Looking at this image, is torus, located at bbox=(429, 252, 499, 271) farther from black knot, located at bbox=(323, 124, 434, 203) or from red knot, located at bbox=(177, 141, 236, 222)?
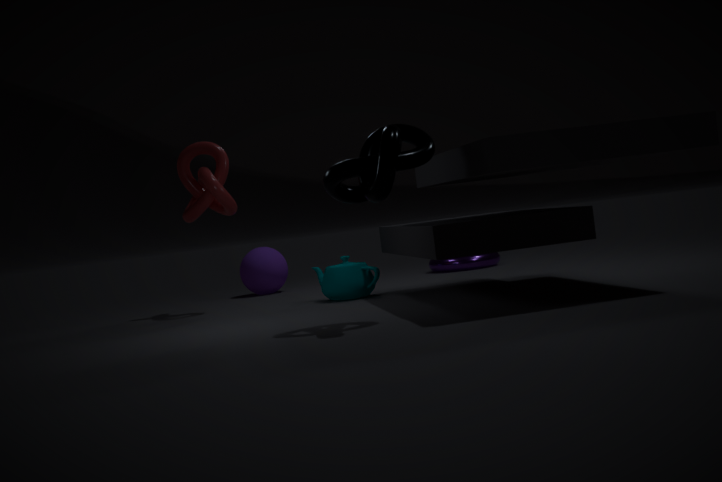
black knot, located at bbox=(323, 124, 434, 203)
